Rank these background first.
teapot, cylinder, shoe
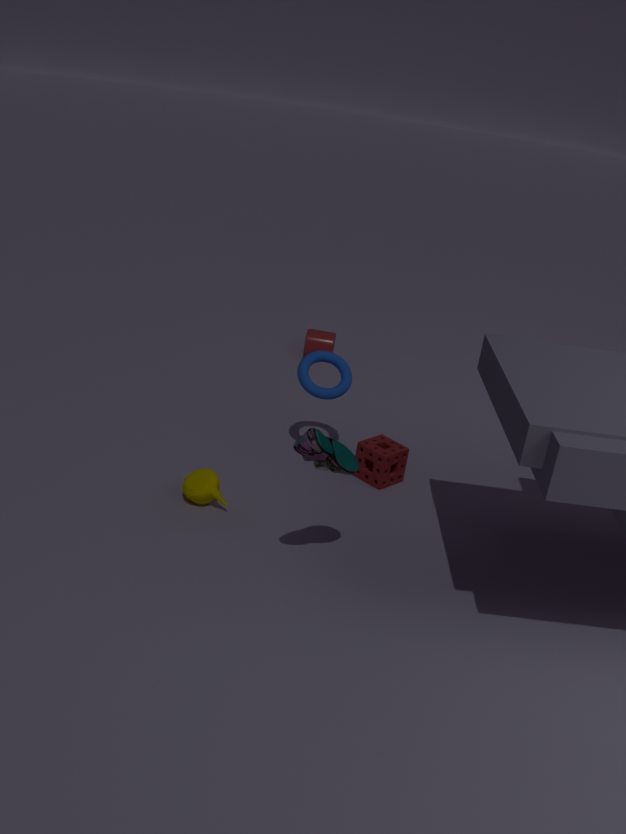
cylinder
teapot
shoe
